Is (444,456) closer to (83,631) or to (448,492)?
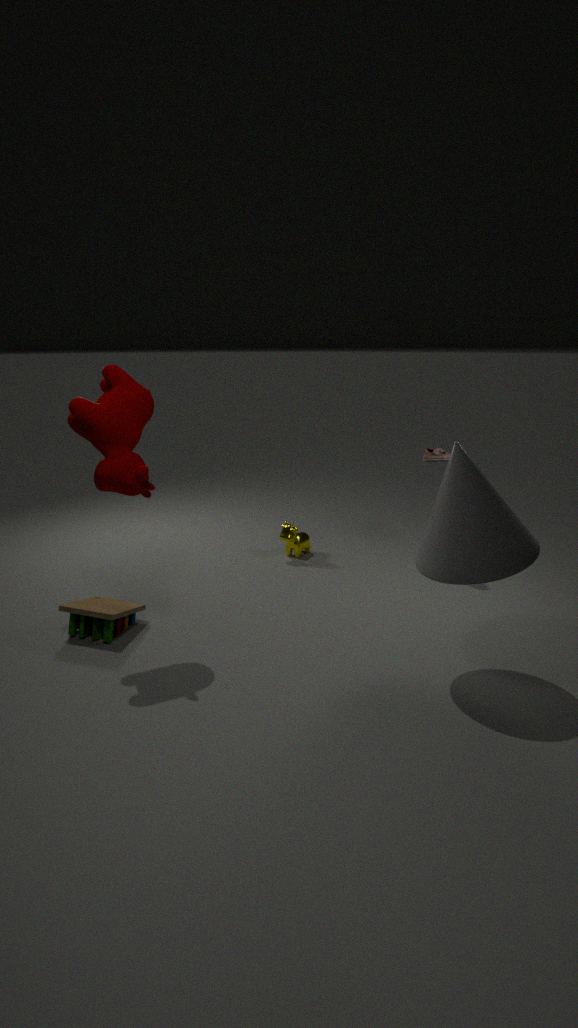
(448,492)
